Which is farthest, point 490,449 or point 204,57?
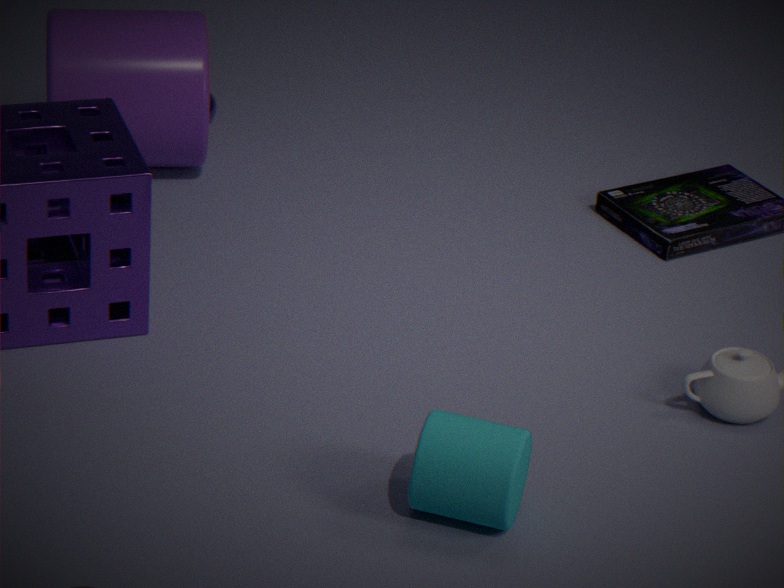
point 204,57
